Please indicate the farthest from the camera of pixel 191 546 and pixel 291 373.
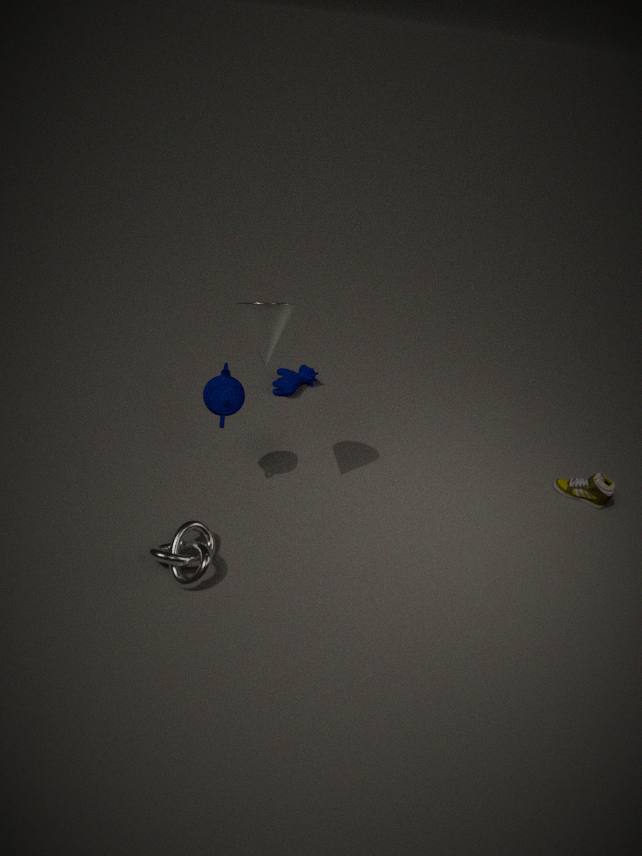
pixel 291 373
